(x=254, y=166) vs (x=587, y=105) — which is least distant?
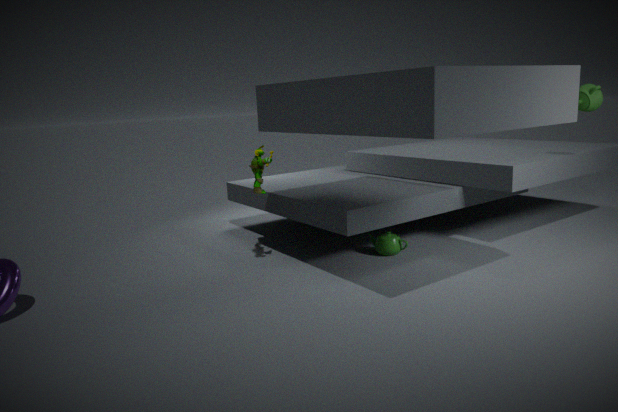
(x=254, y=166)
